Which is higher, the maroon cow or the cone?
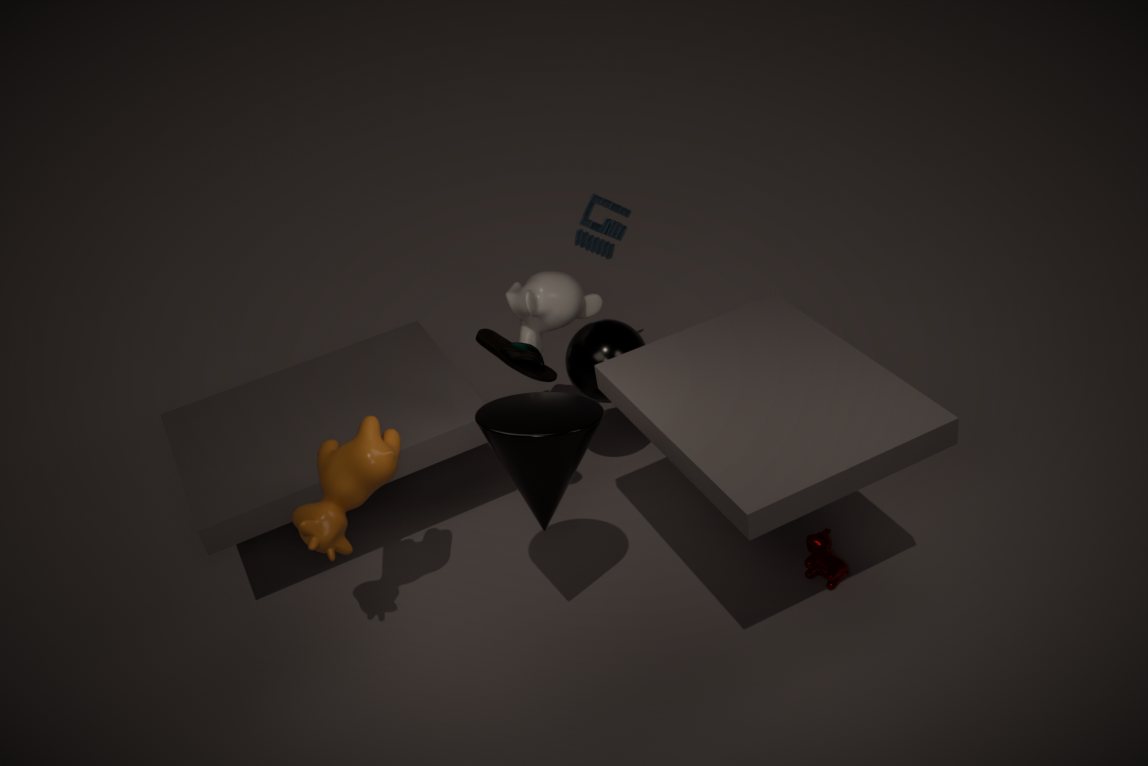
the cone
